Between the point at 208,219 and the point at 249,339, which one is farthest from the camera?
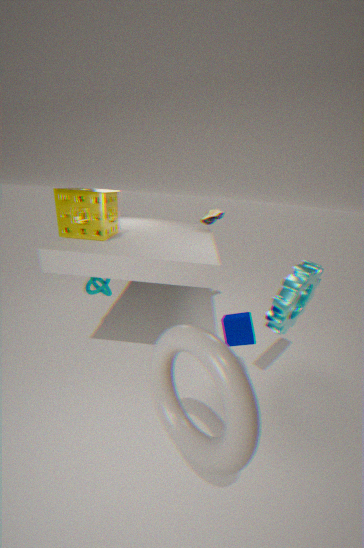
the point at 208,219
